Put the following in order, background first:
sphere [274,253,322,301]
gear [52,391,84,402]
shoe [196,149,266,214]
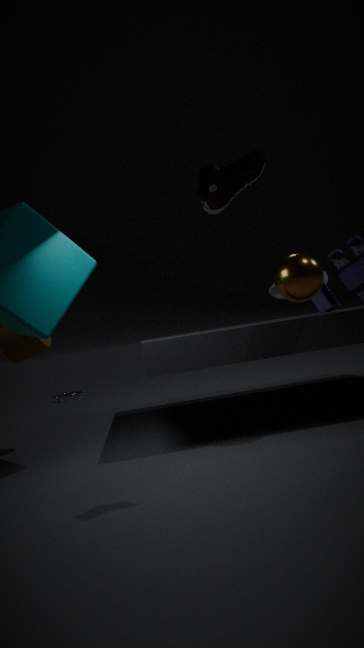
gear [52,391,84,402] < sphere [274,253,322,301] < shoe [196,149,266,214]
